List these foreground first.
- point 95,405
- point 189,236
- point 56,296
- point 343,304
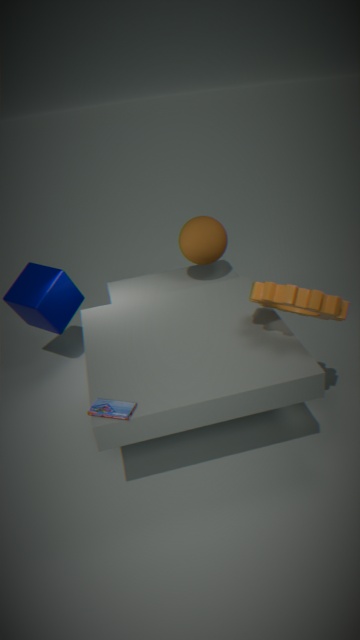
point 95,405 → point 343,304 → point 189,236 → point 56,296
